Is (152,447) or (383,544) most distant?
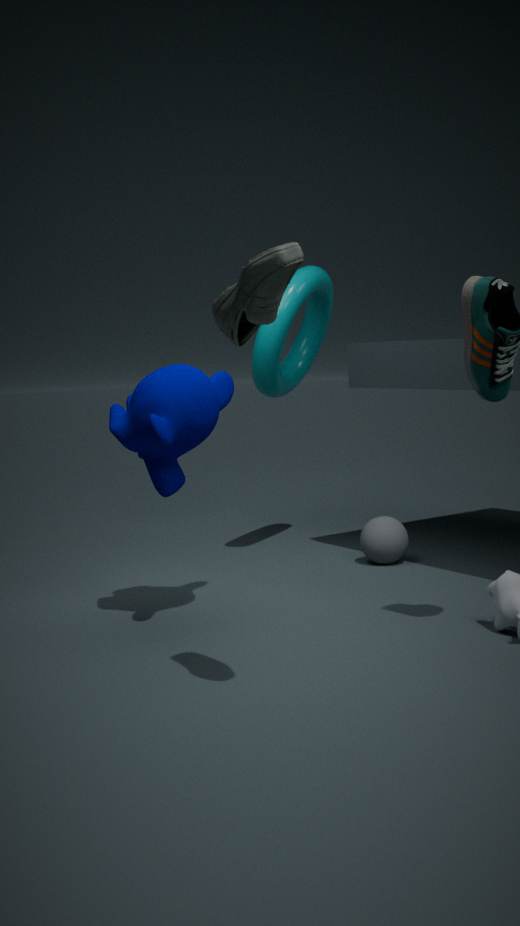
(383,544)
